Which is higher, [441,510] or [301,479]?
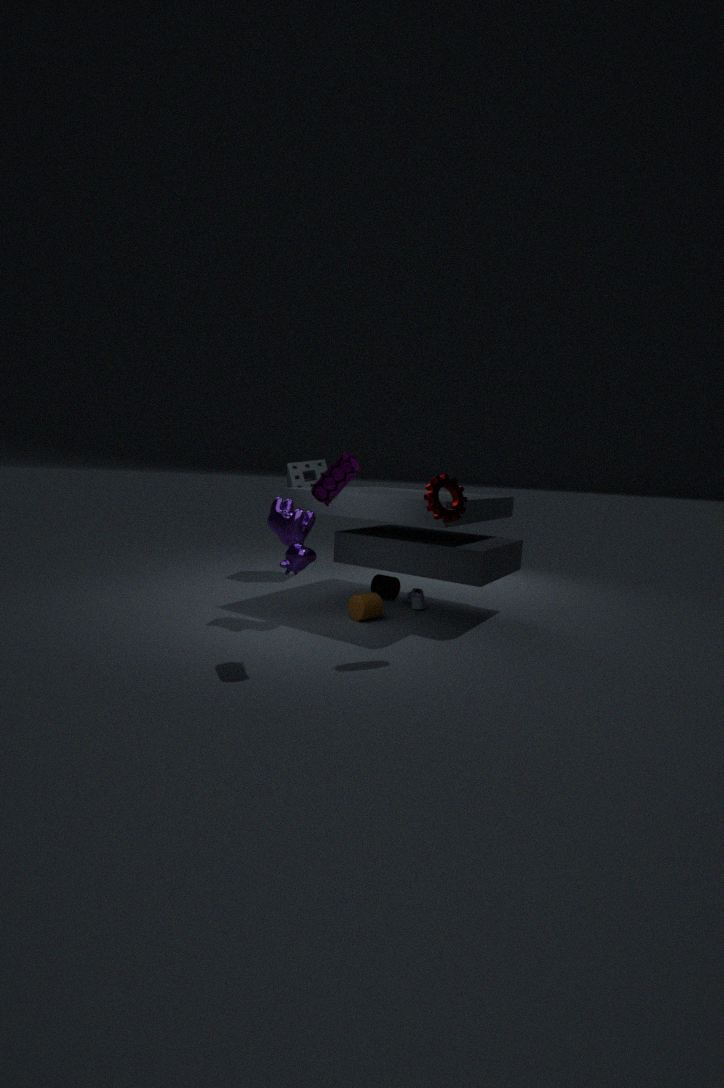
[441,510]
